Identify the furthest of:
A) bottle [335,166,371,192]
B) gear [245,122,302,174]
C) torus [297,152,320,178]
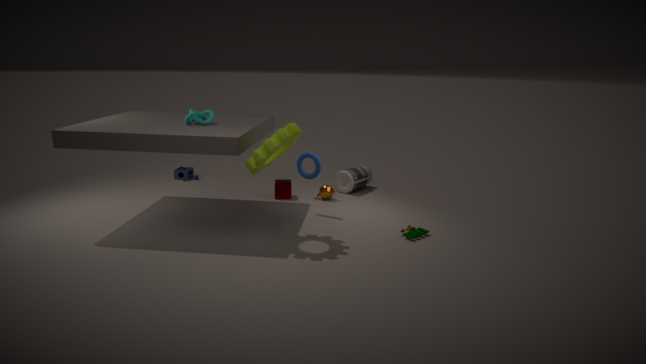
bottle [335,166,371,192]
